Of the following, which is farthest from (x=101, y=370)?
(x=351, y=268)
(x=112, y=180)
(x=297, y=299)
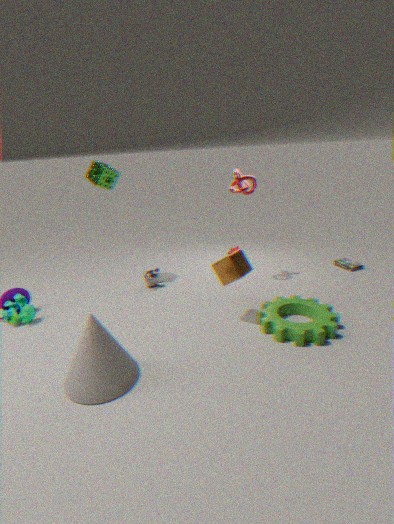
(x=351, y=268)
